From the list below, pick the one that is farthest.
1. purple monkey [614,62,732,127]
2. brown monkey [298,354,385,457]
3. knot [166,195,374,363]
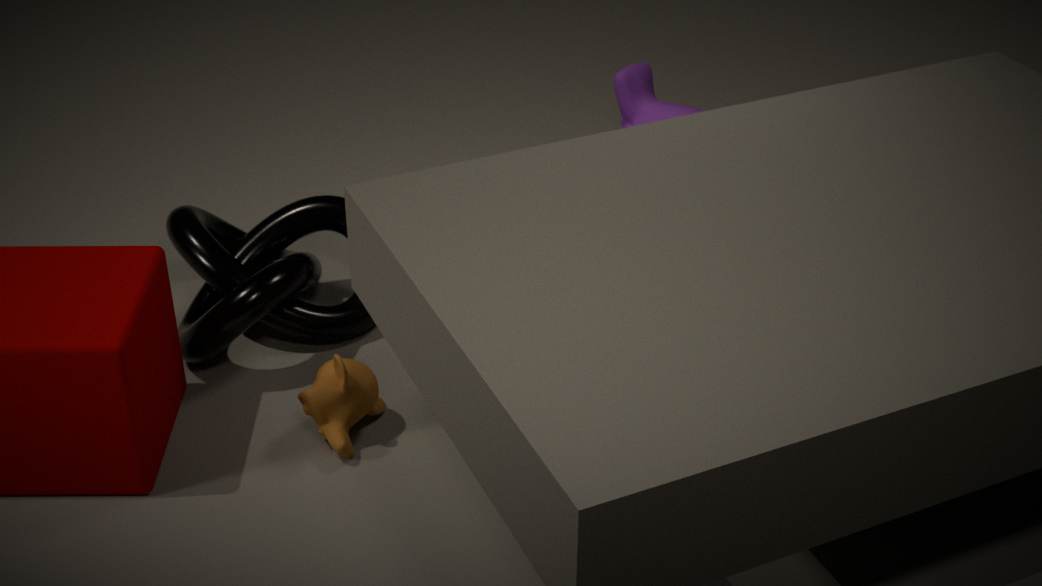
purple monkey [614,62,732,127]
